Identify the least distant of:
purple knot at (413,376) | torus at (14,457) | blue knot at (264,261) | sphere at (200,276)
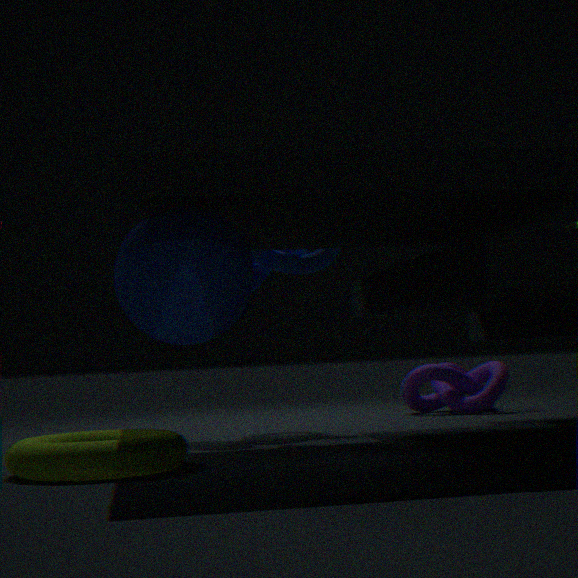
sphere at (200,276)
